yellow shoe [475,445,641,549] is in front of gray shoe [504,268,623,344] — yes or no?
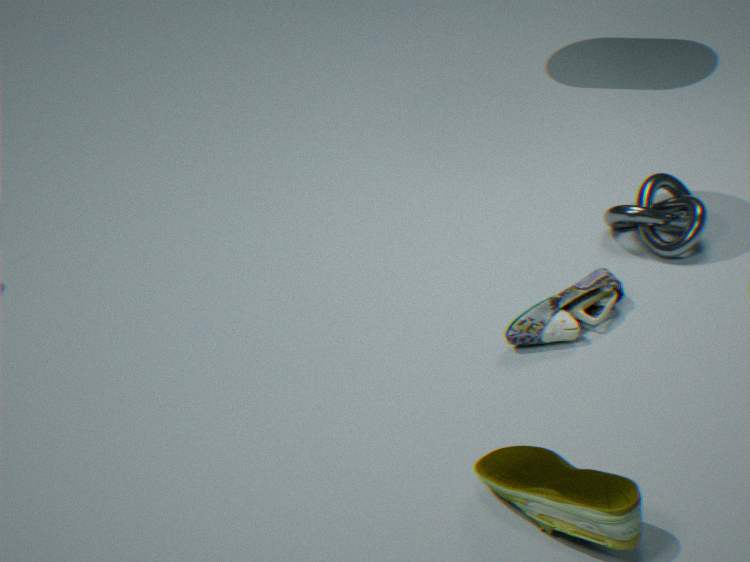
Result: Yes
